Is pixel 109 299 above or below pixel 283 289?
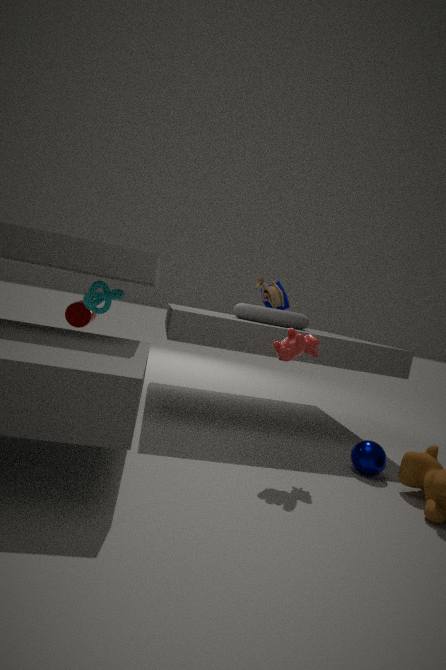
below
